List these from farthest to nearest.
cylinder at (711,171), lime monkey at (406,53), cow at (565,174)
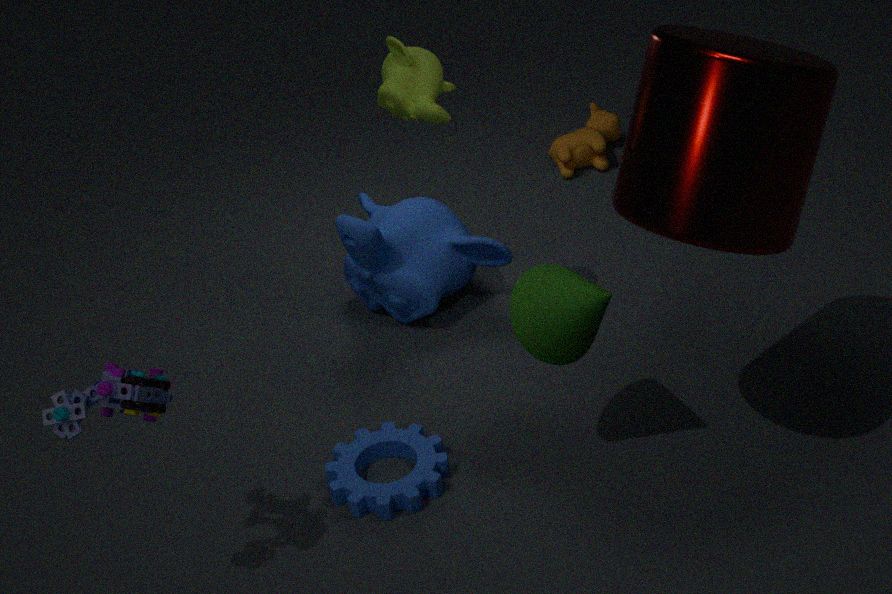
cow at (565,174) < lime monkey at (406,53) < cylinder at (711,171)
